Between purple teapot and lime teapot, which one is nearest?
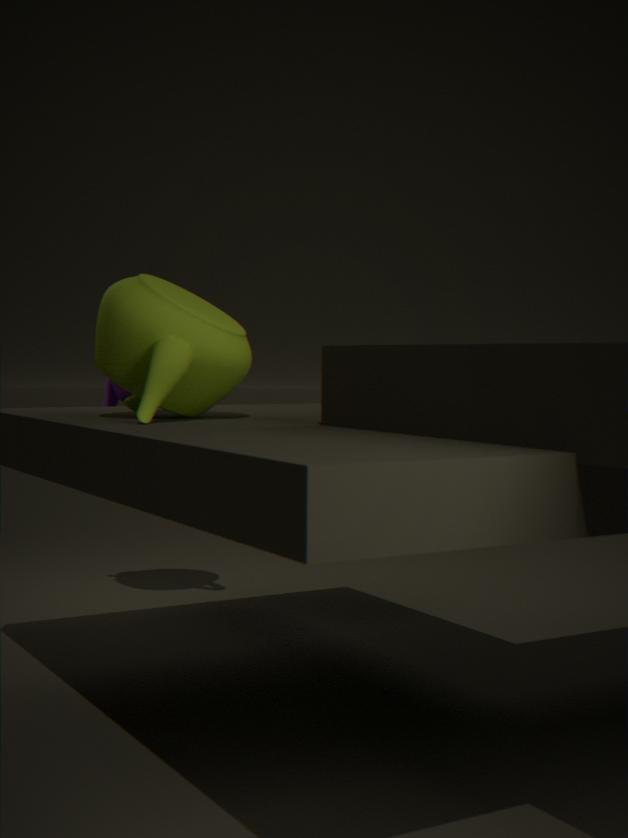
lime teapot
